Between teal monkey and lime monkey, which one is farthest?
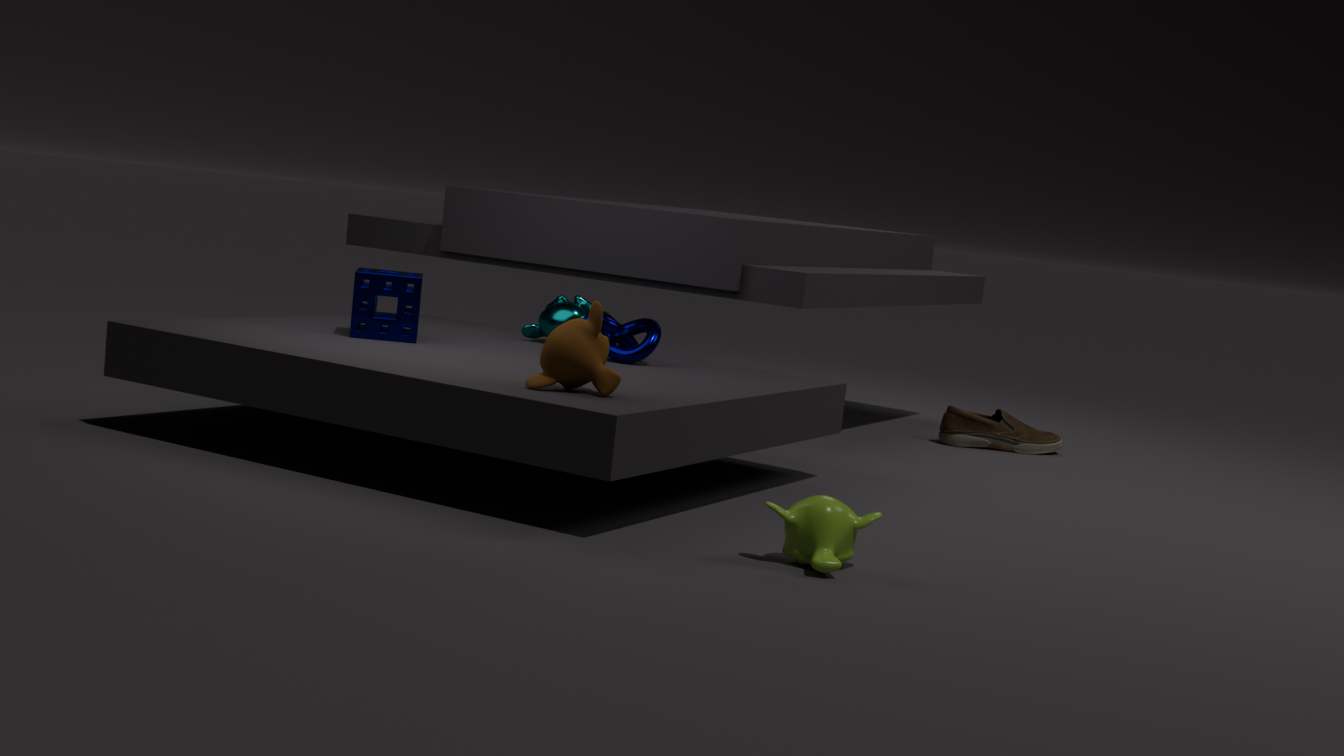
teal monkey
